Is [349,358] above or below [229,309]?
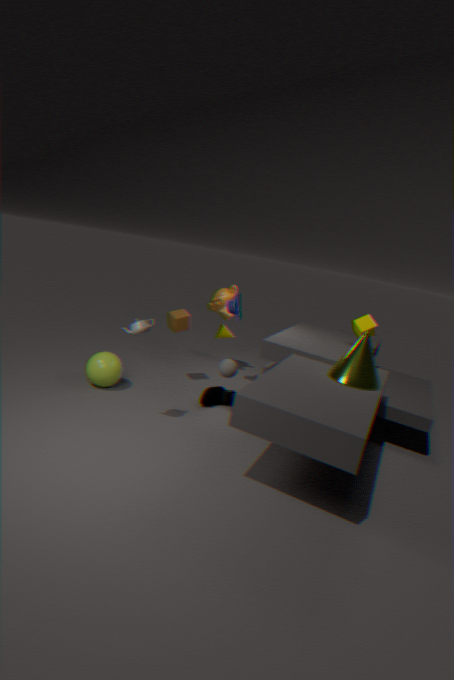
below
